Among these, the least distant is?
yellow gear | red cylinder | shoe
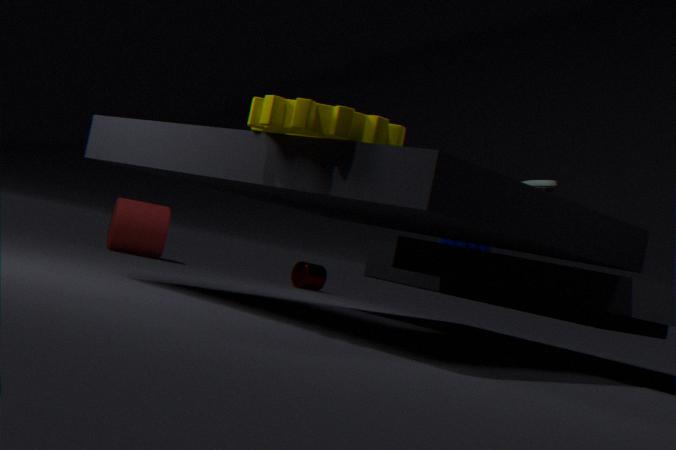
yellow gear
